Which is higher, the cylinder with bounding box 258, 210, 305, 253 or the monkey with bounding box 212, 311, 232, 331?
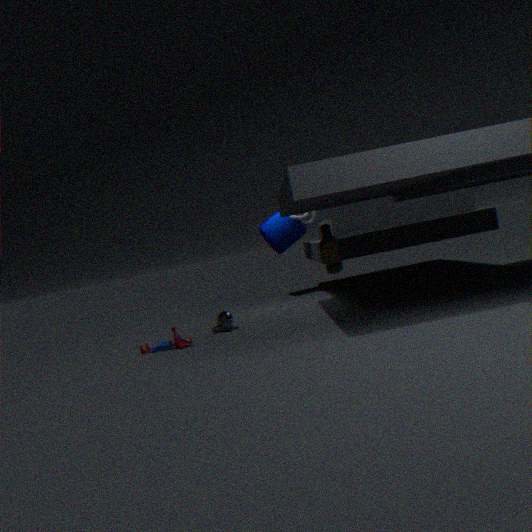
the cylinder with bounding box 258, 210, 305, 253
